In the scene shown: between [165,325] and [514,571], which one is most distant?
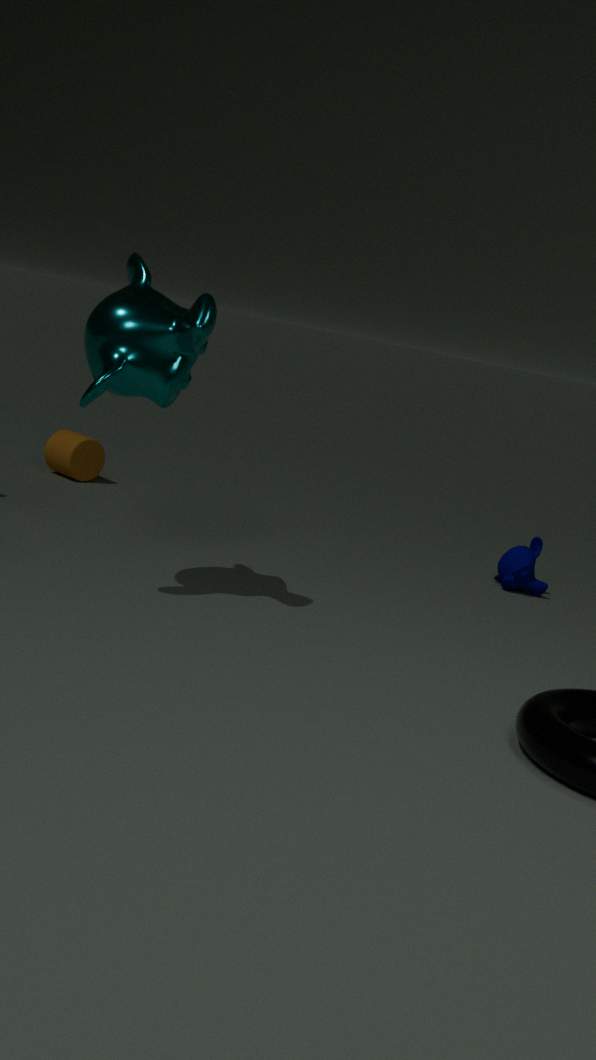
[514,571]
